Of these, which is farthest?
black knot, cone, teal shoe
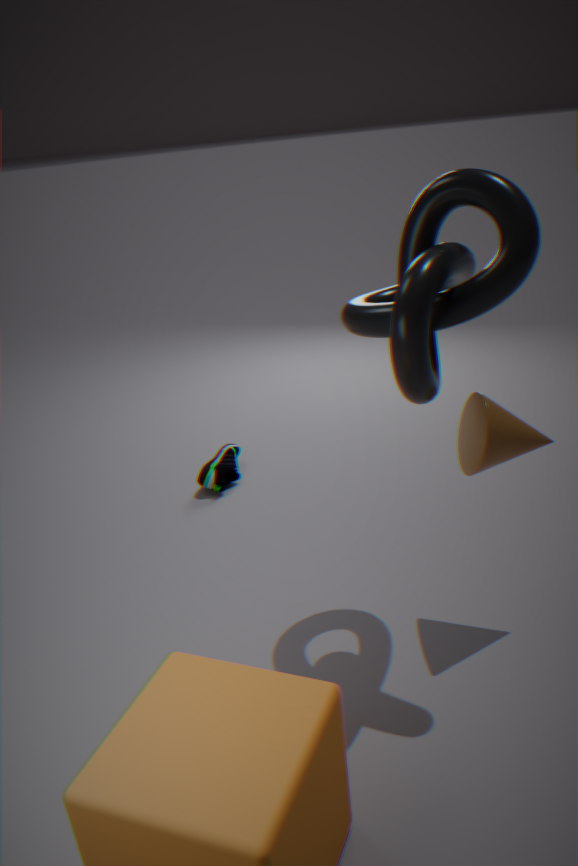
teal shoe
